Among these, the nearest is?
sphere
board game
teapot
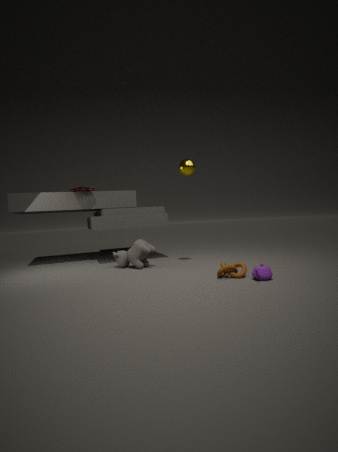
teapot
